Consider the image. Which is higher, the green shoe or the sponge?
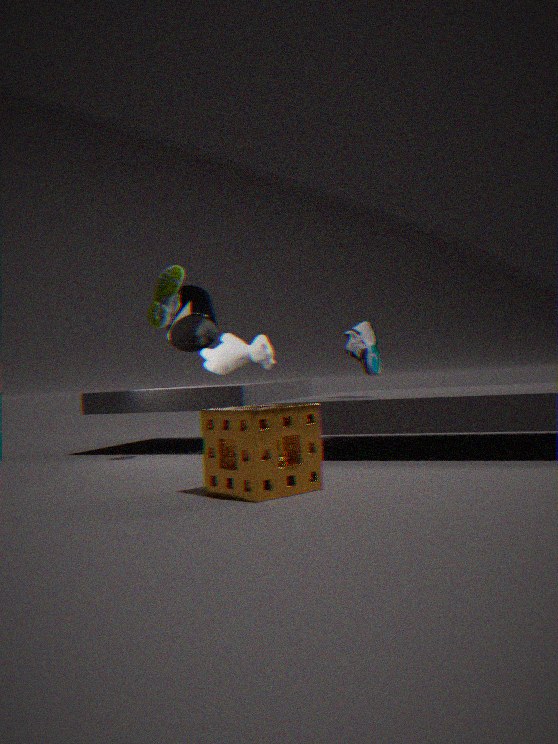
the green shoe
